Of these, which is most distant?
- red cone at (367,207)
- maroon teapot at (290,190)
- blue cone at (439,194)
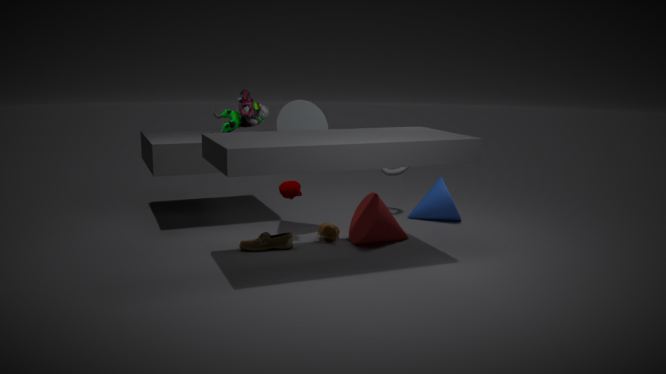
blue cone at (439,194)
